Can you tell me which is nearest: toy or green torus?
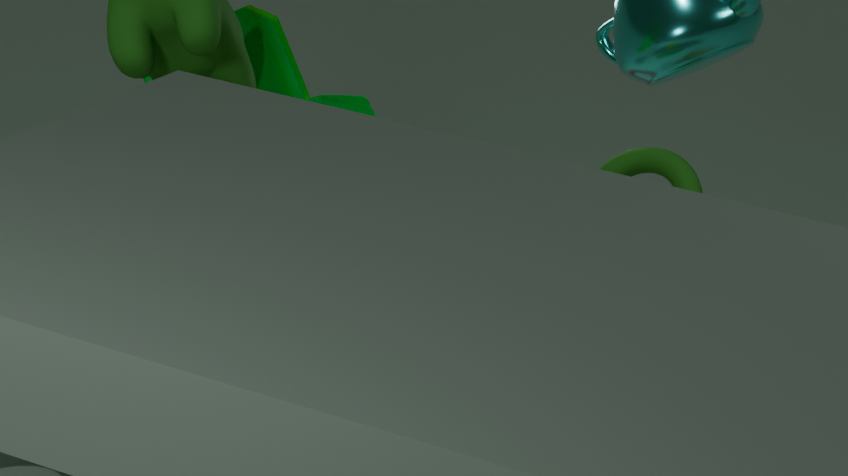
toy
